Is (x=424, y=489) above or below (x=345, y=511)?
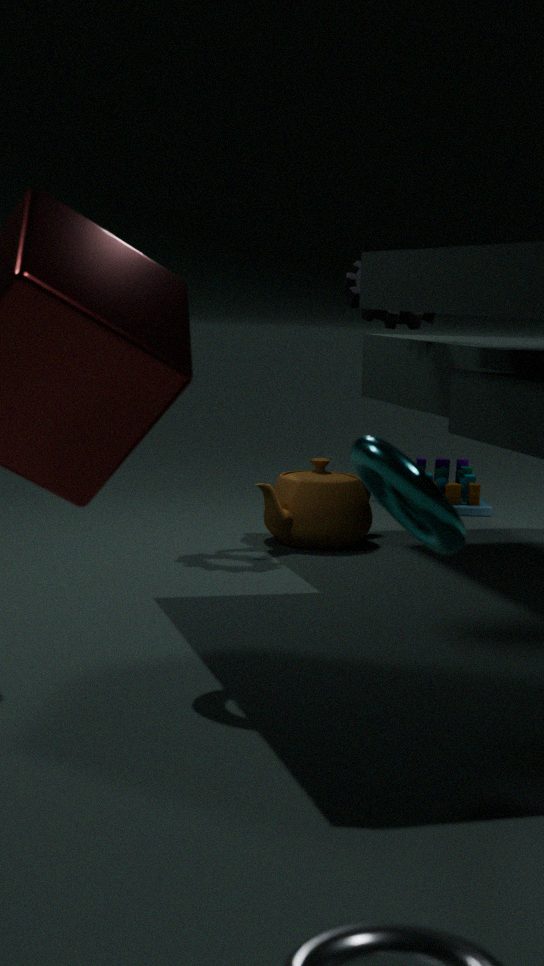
above
